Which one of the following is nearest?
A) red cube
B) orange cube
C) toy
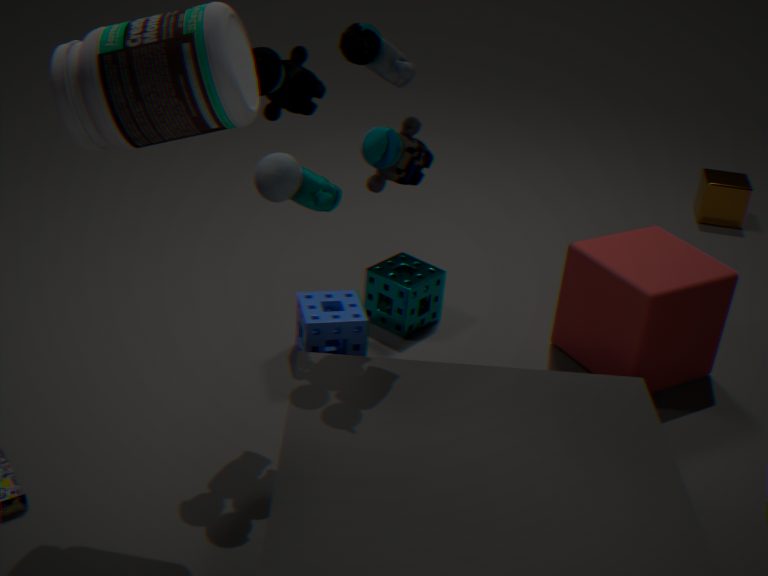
toy
